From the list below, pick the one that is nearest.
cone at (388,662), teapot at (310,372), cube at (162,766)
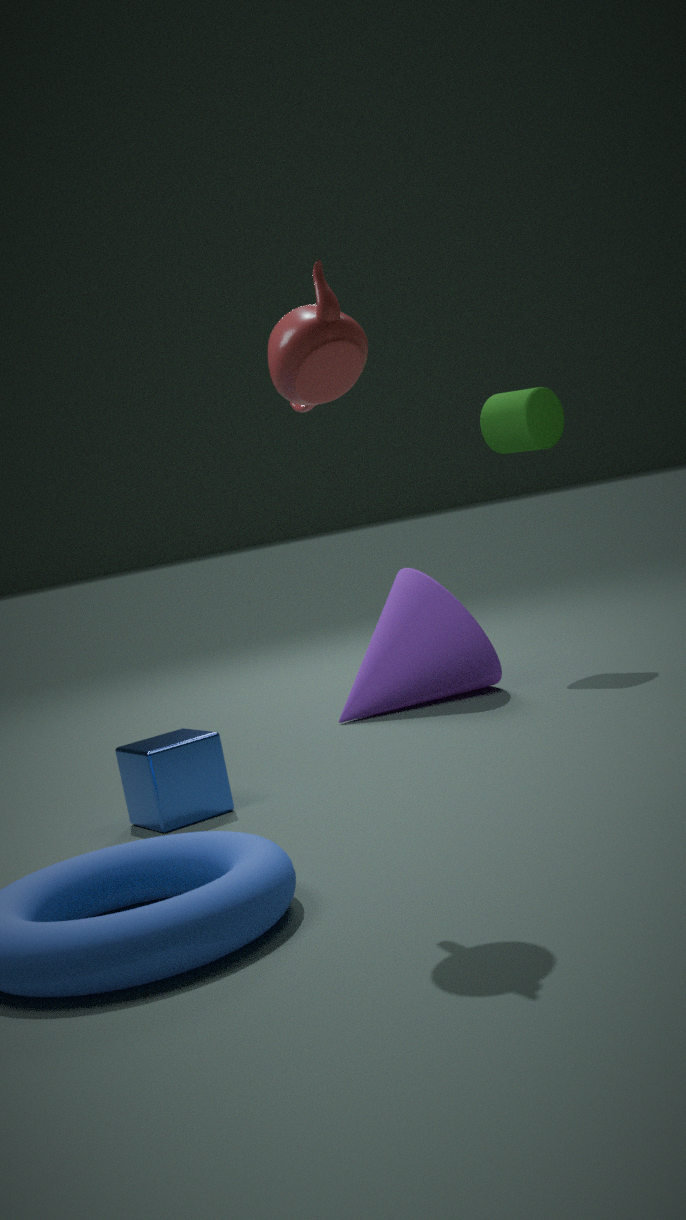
teapot at (310,372)
